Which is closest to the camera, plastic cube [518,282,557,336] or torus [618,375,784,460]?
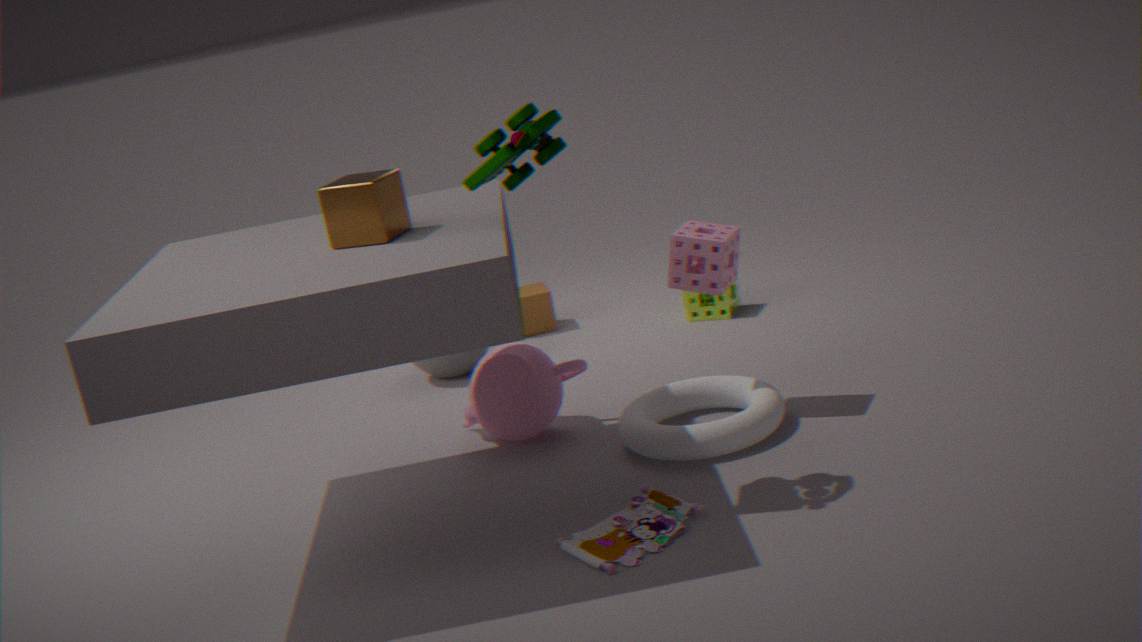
torus [618,375,784,460]
